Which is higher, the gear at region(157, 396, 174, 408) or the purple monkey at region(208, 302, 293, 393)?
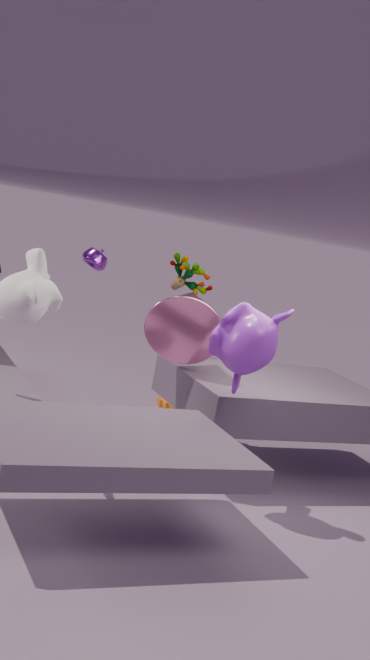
the purple monkey at region(208, 302, 293, 393)
